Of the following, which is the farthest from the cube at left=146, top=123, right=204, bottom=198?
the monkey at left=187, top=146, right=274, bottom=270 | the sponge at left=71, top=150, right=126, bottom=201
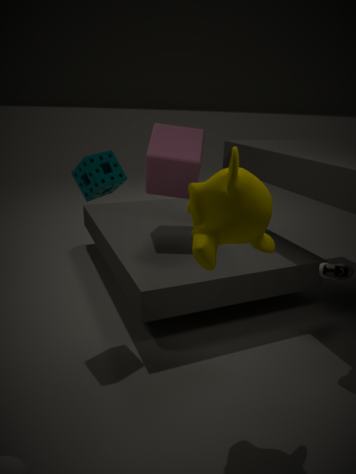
the monkey at left=187, top=146, right=274, bottom=270
